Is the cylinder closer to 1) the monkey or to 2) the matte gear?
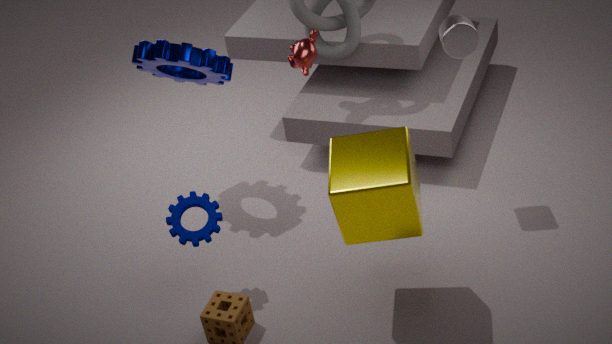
1) the monkey
